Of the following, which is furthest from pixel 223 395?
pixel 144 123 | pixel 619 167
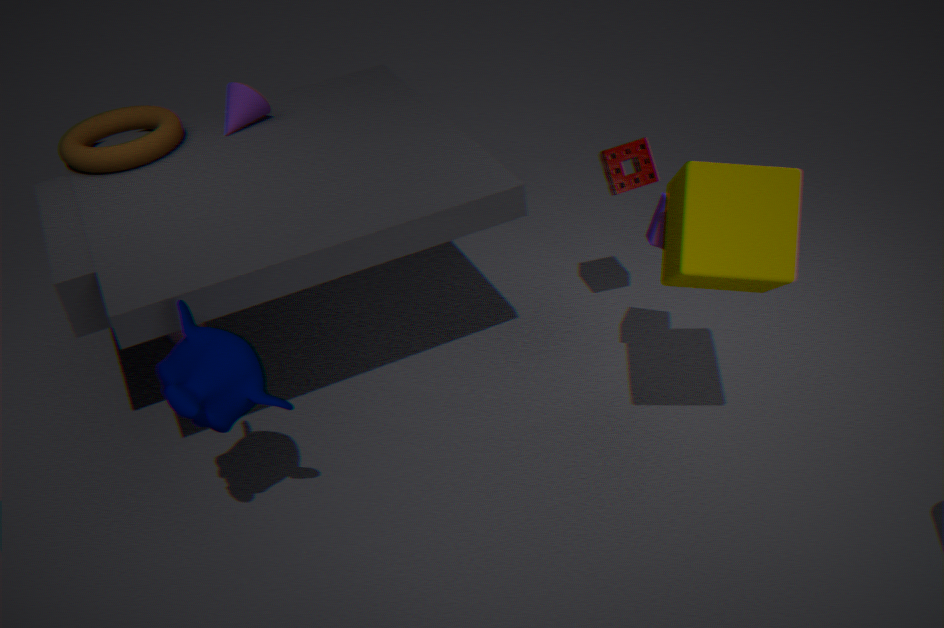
pixel 619 167
